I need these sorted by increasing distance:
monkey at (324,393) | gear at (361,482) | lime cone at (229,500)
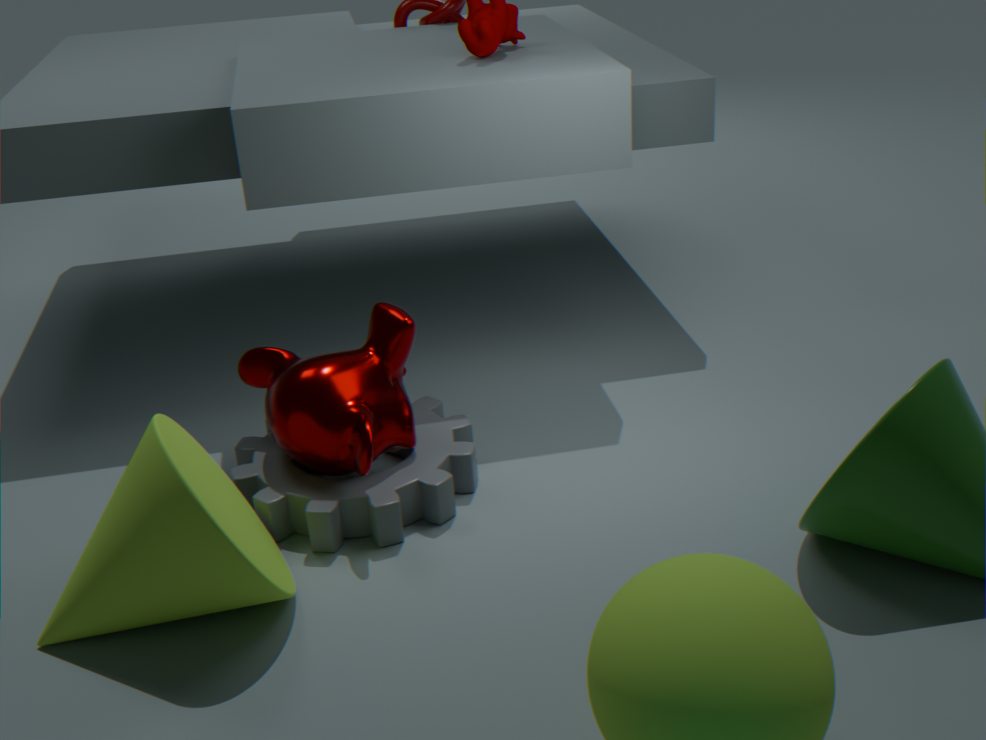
lime cone at (229,500) → gear at (361,482) → monkey at (324,393)
